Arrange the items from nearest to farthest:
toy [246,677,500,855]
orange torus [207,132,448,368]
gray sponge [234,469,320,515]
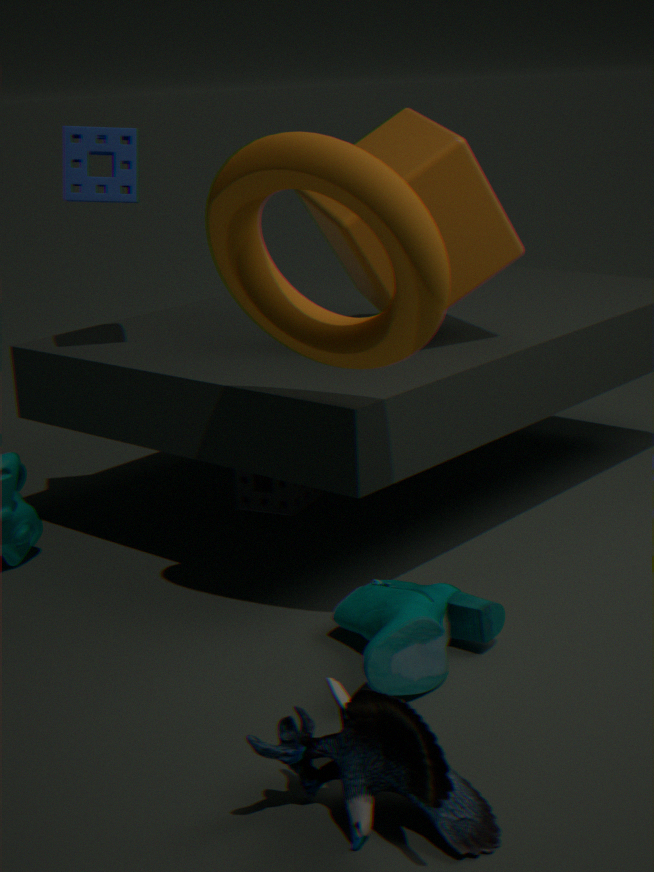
toy [246,677,500,855] < orange torus [207,132,448,368] < gray sponge [234,469,320,515]
